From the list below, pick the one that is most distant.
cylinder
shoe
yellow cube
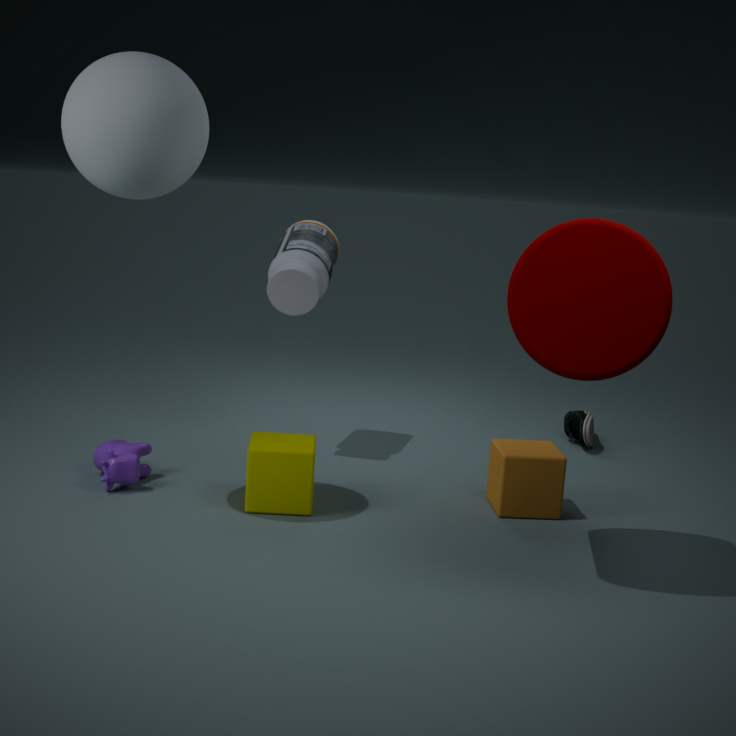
shoe
